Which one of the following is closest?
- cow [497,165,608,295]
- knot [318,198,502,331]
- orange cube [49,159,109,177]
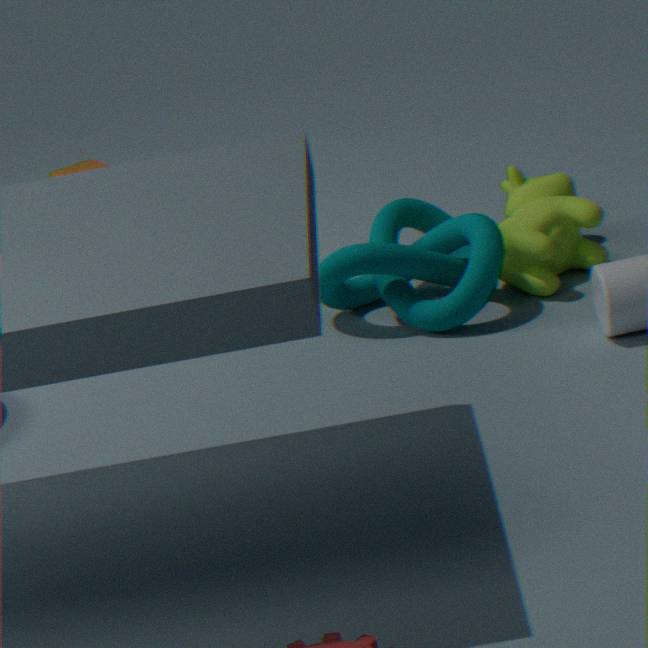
knot [318,198,502,331]
